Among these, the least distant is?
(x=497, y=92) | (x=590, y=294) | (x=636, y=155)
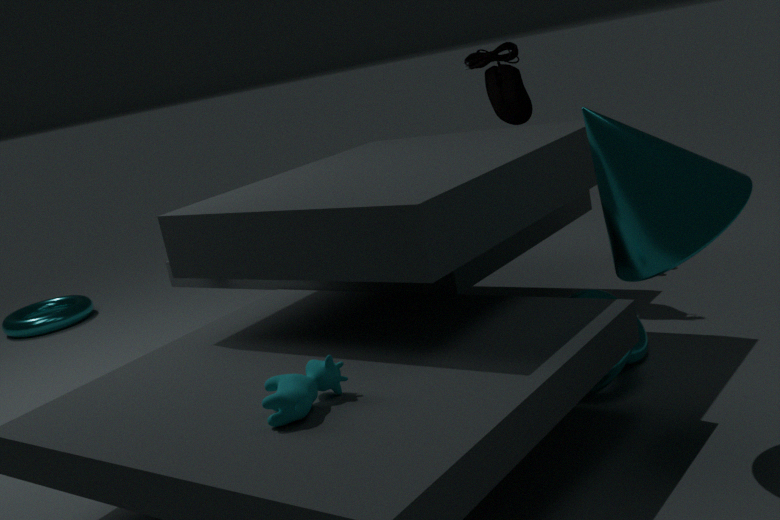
(x=636, y=155)
